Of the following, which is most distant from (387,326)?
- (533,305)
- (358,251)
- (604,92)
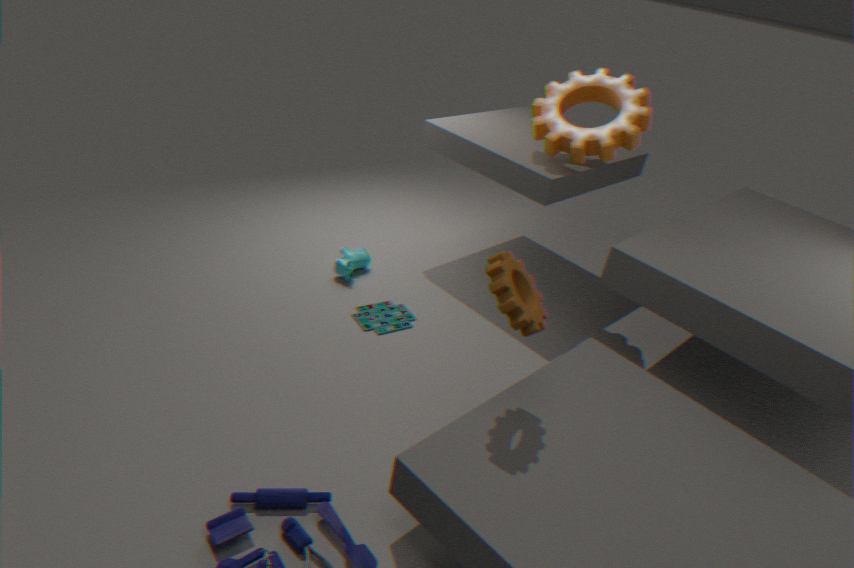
(604,92)
